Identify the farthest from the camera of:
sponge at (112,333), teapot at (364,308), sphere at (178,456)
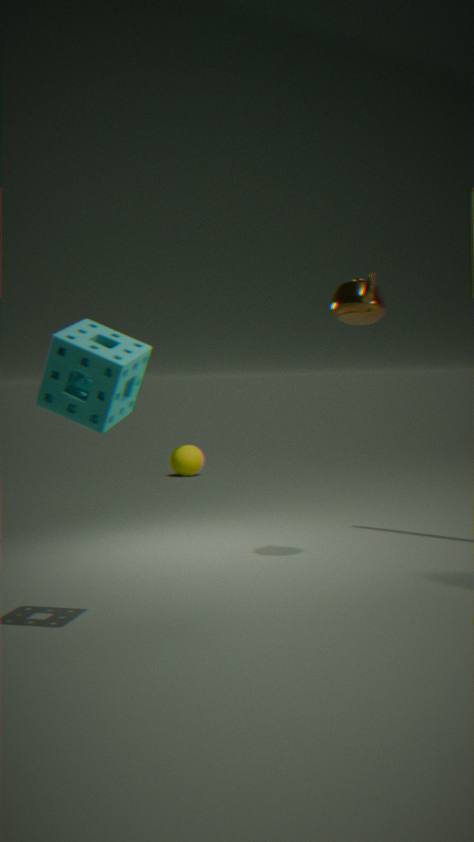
sphere at (178,456)
